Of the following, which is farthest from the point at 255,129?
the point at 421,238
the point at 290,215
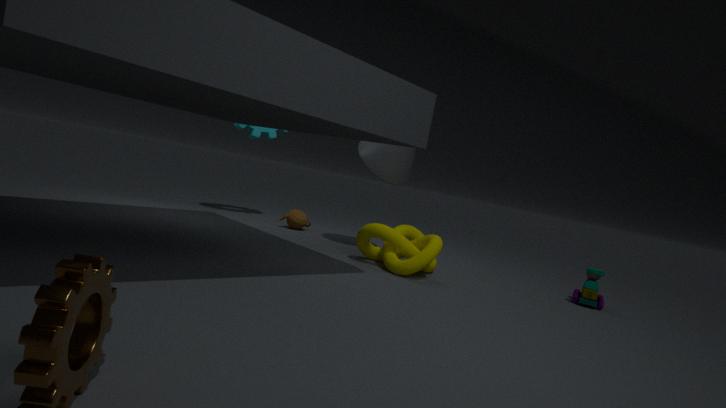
the point at 421,238
